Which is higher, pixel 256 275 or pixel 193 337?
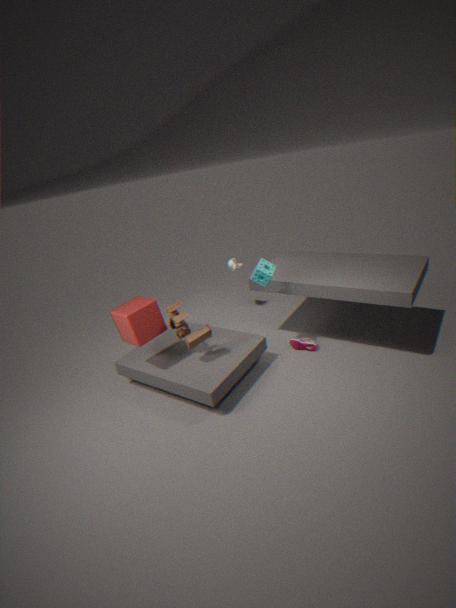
pixel 256 275
